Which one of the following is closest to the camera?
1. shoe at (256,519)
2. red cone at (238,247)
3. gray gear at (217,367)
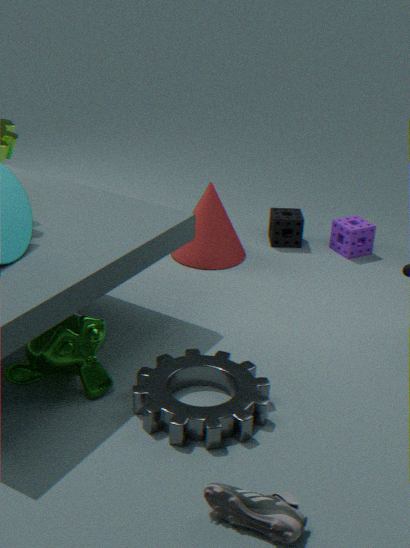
shoe at (256,519)
